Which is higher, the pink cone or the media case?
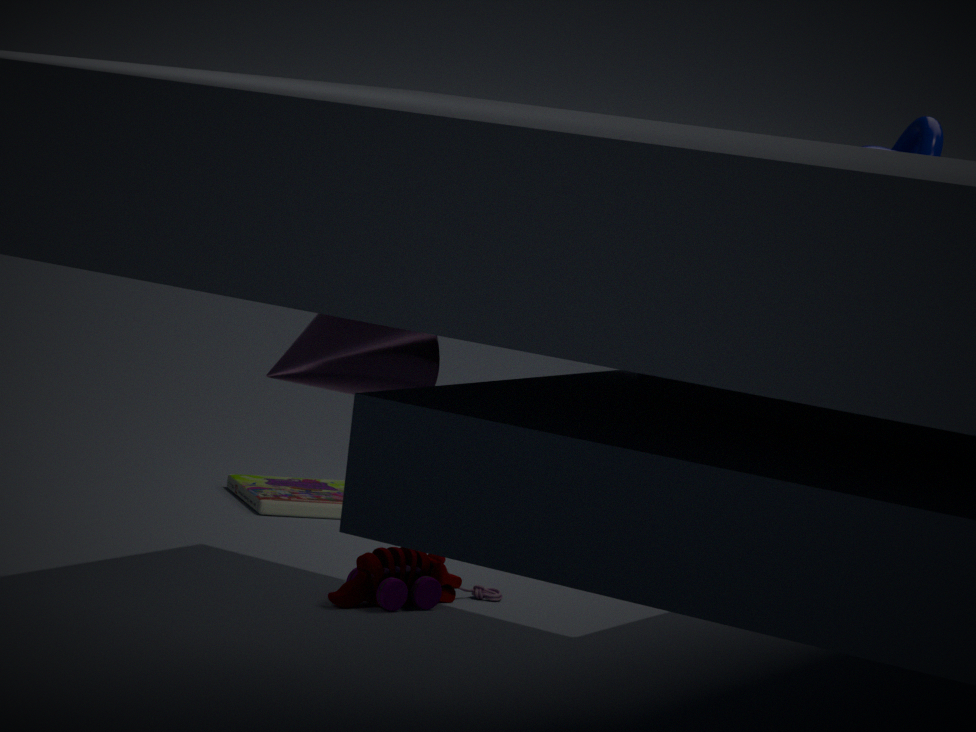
the pink cone
